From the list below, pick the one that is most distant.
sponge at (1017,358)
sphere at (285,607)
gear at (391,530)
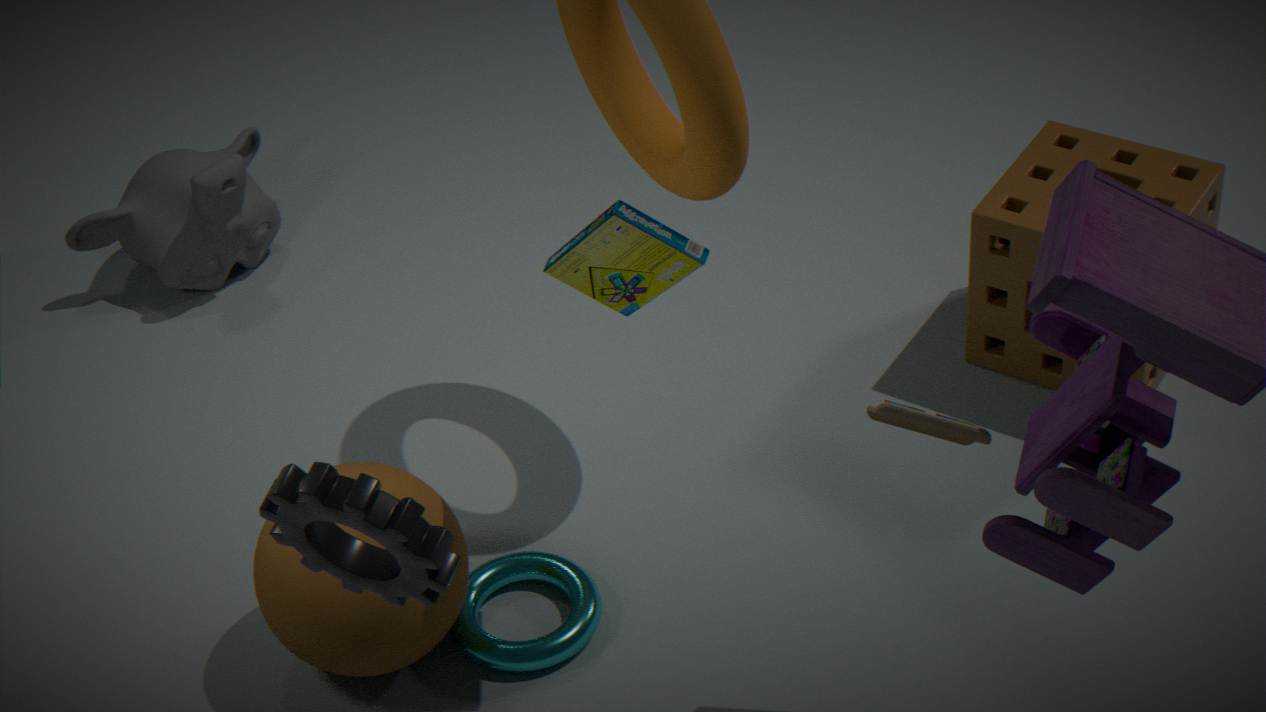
sponge at (1017,358)
